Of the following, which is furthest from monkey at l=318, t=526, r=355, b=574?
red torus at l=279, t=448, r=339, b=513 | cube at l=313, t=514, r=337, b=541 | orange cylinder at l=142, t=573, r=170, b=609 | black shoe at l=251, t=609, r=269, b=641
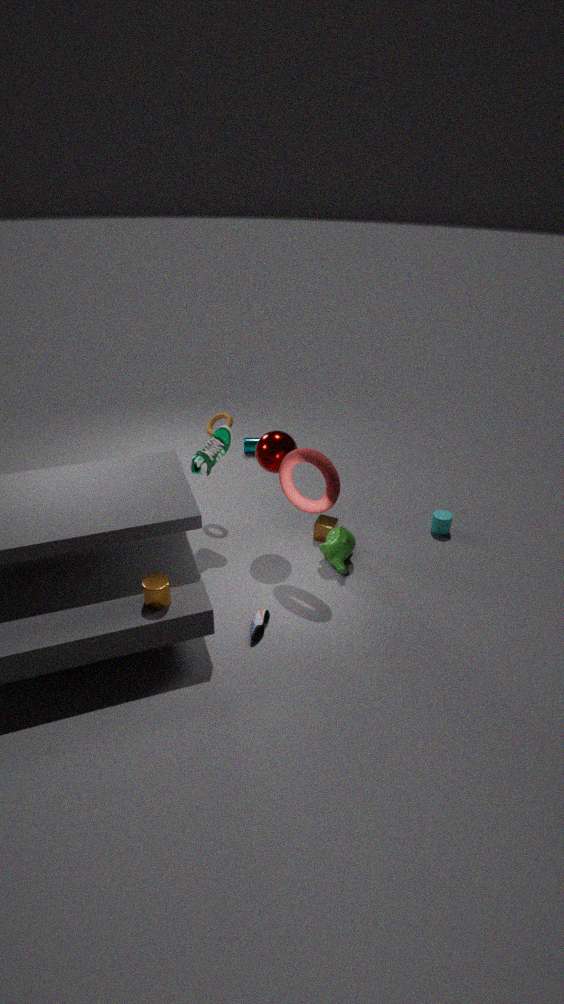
orange cylinder at l=142, t=573, r=170, b=609
